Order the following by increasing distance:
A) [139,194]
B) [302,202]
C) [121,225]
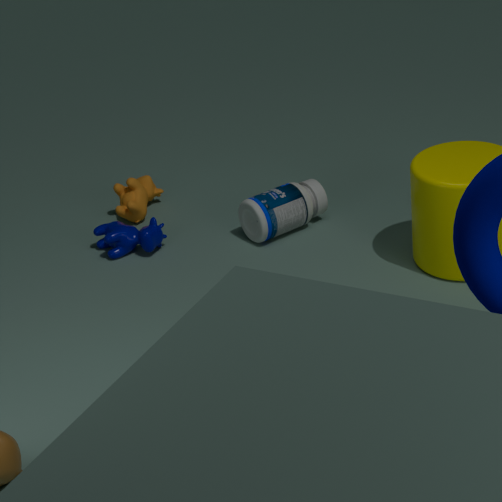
1. [302,202]
2. [121,225]
3. [139,194]
